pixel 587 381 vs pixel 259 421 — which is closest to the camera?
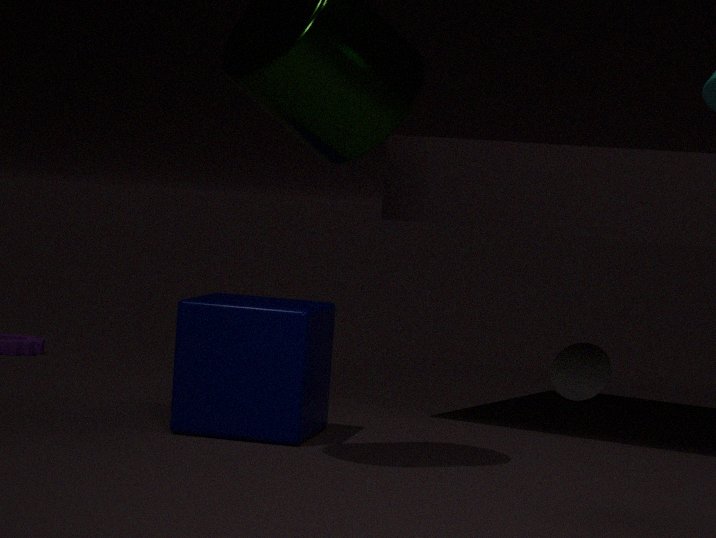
pixel 259 421
